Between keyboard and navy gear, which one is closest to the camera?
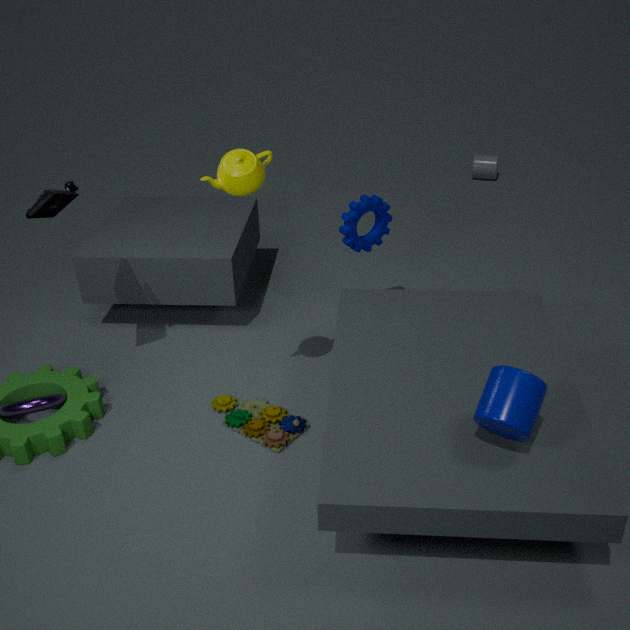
keyboard
